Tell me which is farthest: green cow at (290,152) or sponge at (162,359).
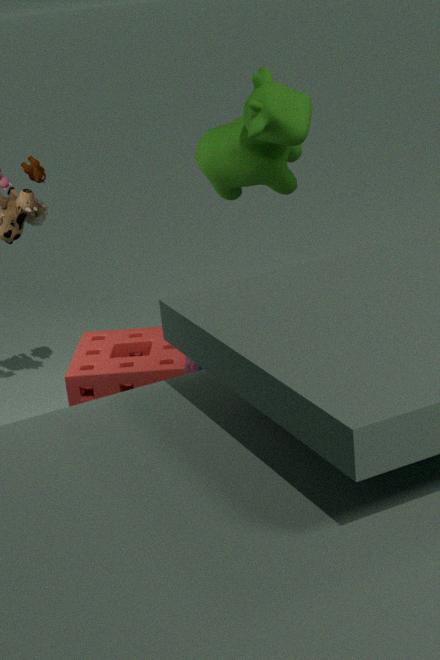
sponge at (162,359)
